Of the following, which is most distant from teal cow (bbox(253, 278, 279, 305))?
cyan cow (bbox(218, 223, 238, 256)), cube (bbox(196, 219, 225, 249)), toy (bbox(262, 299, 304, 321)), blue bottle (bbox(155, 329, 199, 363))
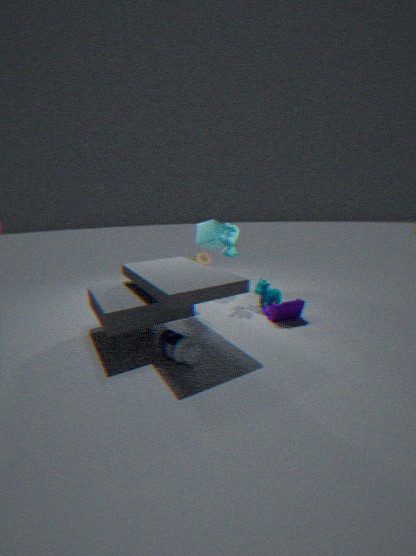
blue bottle (bbox(155, 329, 199, 363))
